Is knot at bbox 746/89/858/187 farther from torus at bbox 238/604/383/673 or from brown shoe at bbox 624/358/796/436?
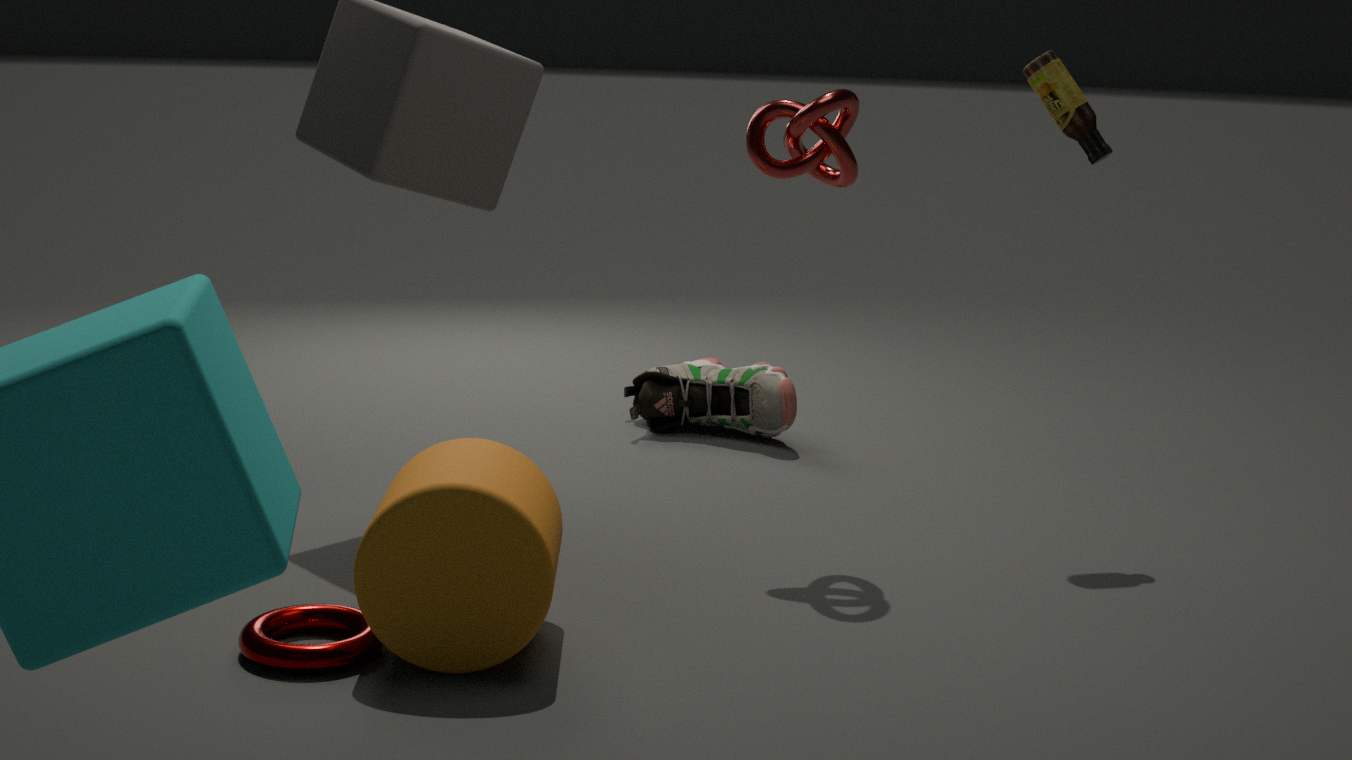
torus at bbox 238/604/383/673
